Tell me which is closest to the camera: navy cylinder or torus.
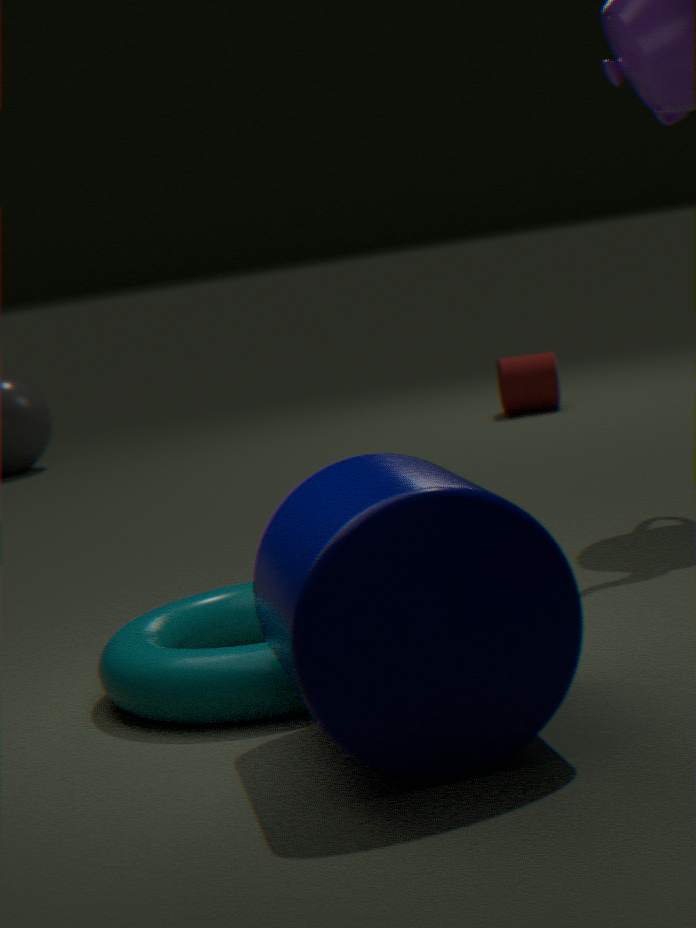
navy cylinder
